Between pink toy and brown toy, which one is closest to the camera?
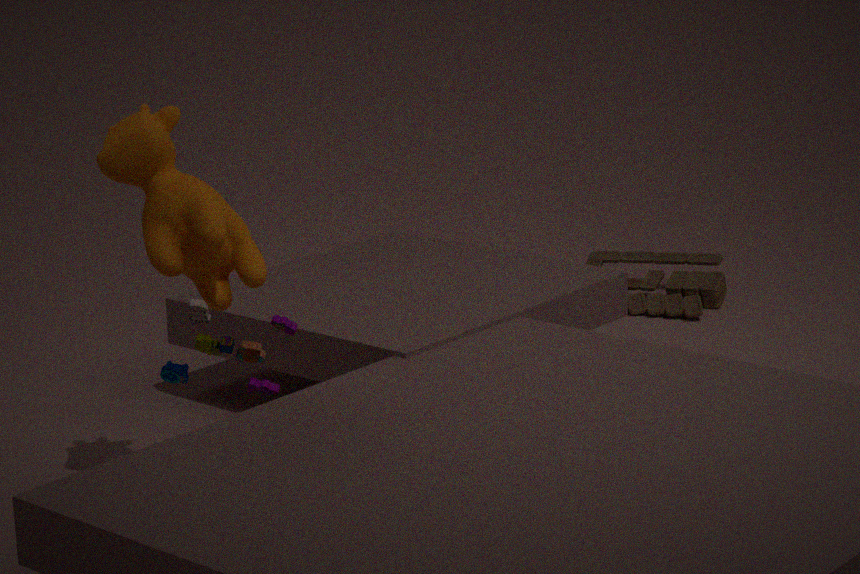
pink toy
